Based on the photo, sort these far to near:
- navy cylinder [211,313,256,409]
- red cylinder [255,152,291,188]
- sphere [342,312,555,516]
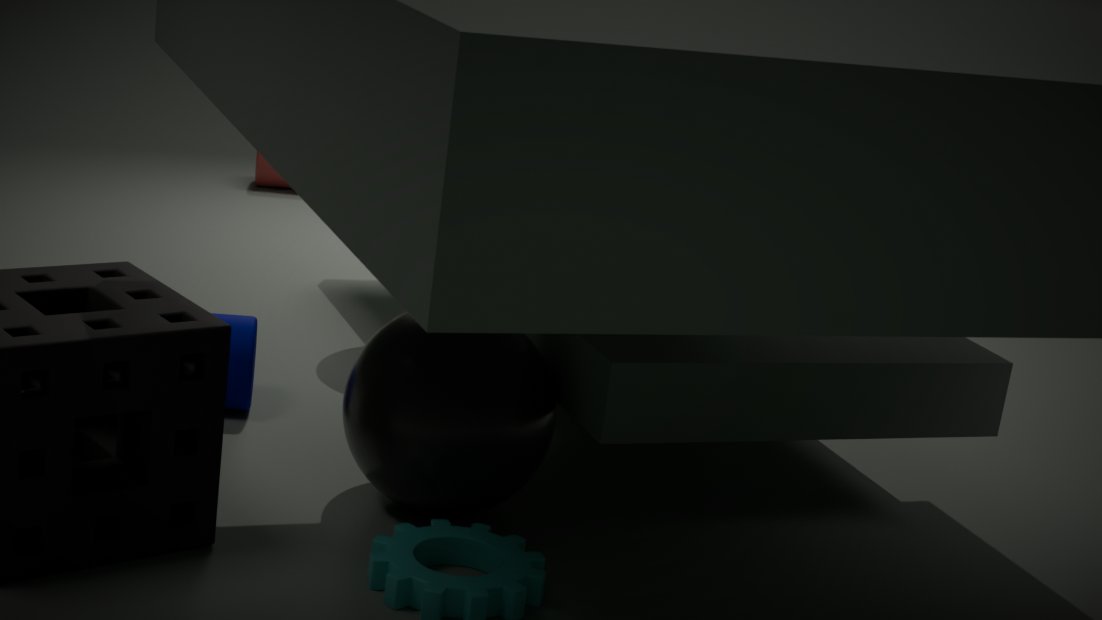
red cylinder [255,152,291,188] < navy cylinder [211,313,256,409] < sphere [342,312,555,516]
